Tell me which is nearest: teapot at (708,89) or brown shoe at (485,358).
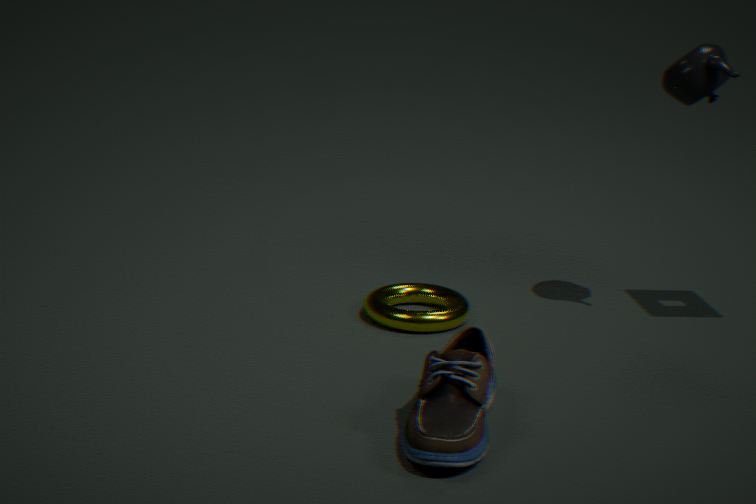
brown shoe at (485,358)
